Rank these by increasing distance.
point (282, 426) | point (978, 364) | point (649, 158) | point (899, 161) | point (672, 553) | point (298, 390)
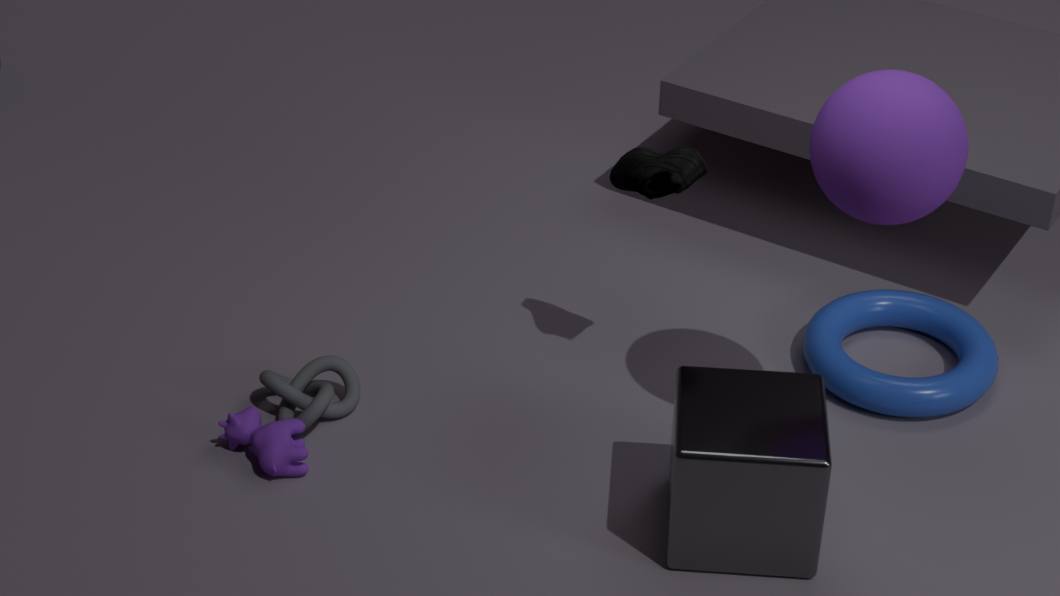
point (899, 161)
point (672, 553)
point (282, 426)
point (649, 158)
point (298, 390)
point (978, 364)
